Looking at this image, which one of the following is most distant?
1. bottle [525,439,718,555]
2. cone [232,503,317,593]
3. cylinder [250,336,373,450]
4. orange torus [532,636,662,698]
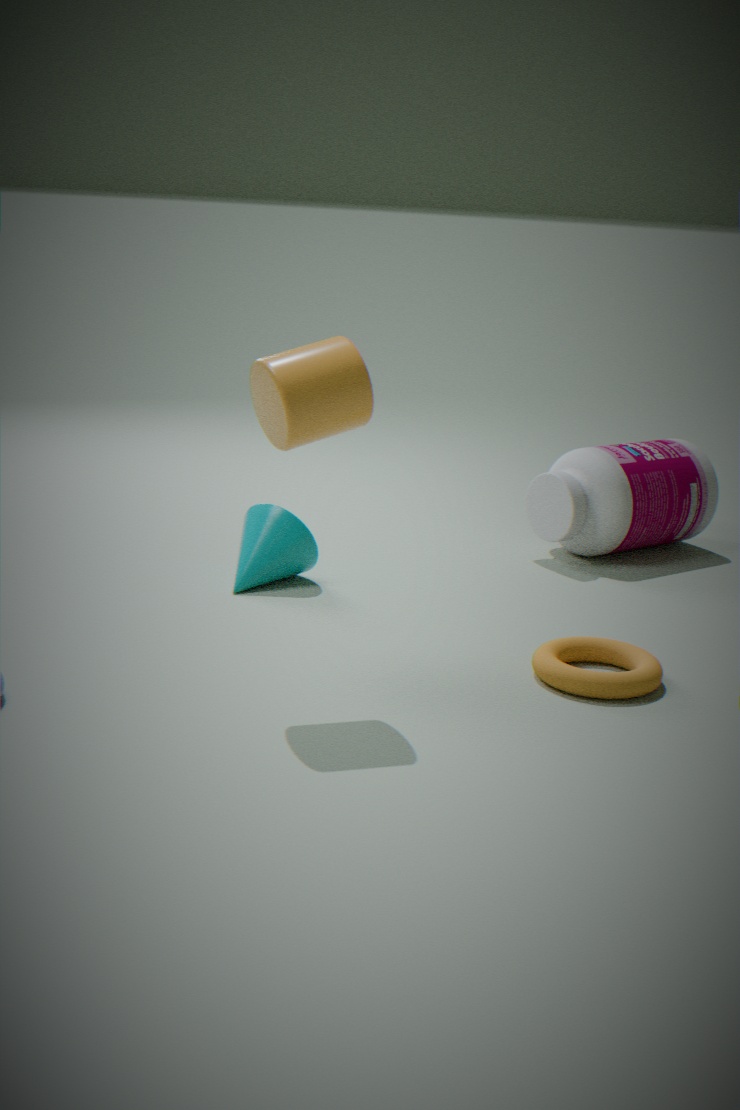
bottle [525,439,718,555]
